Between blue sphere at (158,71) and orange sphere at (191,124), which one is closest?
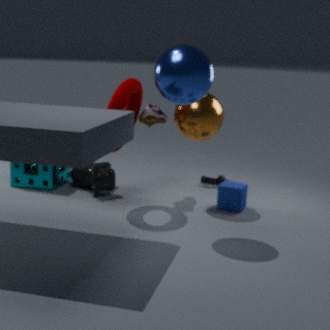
blue sphere at (158,71)
